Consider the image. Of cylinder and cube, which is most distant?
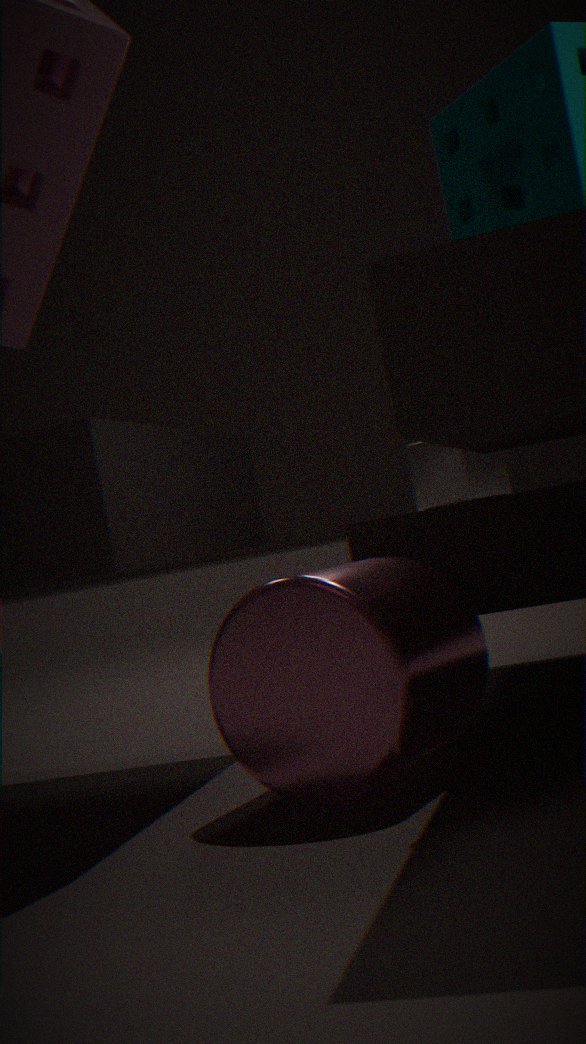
cube
